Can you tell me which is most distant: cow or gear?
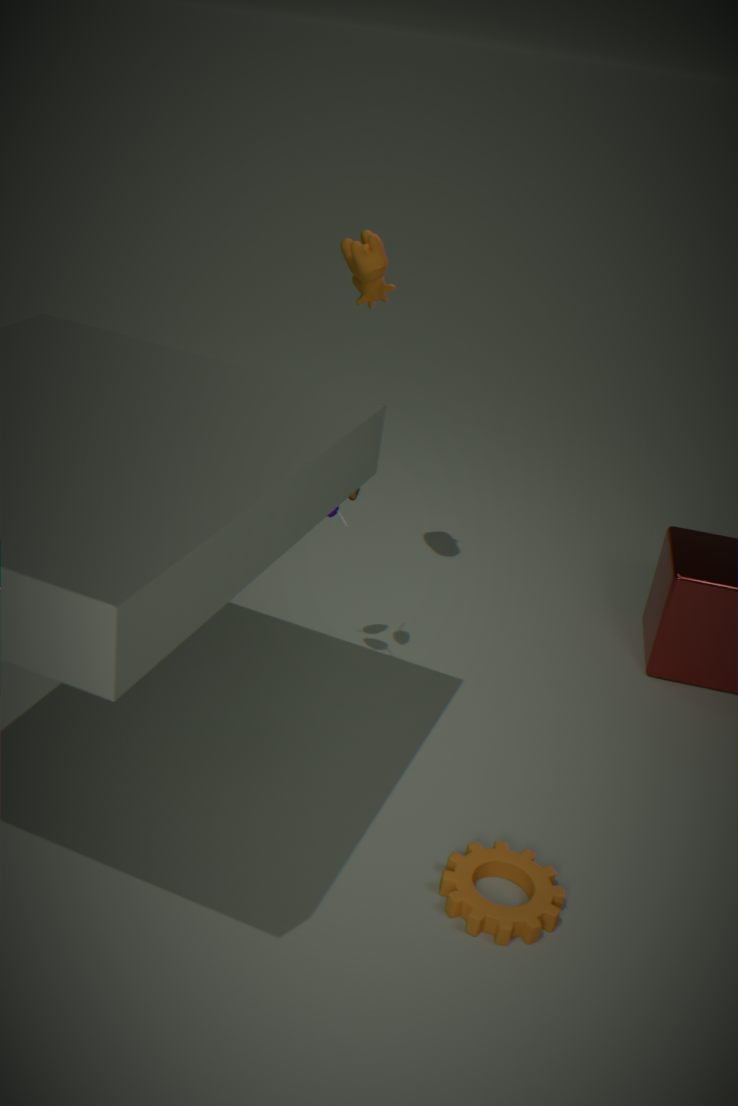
cow
